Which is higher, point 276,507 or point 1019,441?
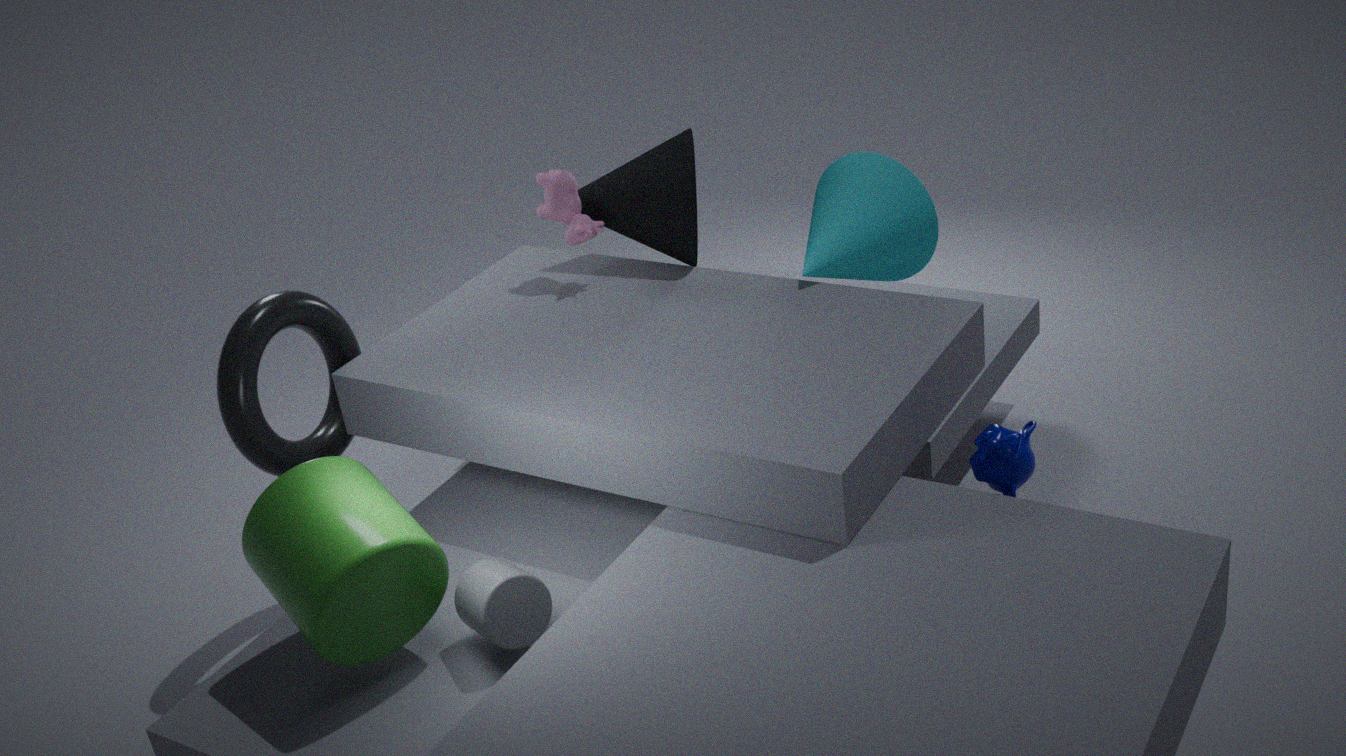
point 276,507
